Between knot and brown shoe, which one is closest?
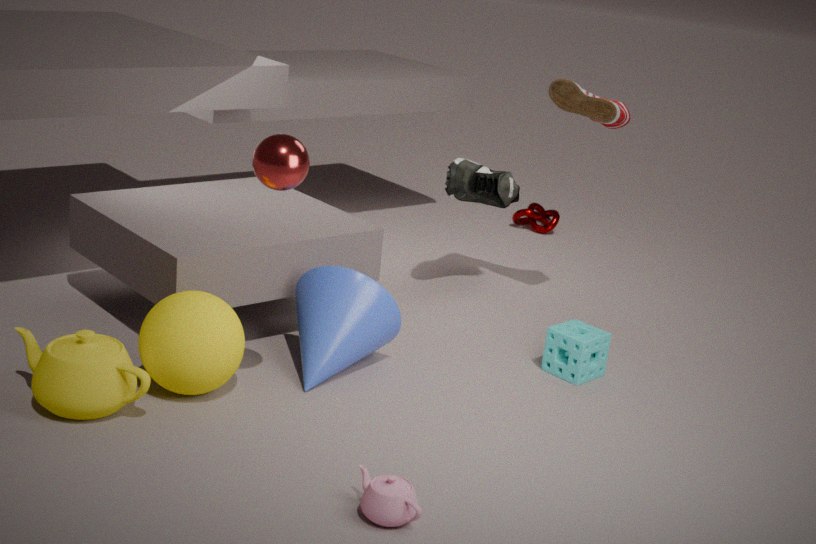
brown shoe
